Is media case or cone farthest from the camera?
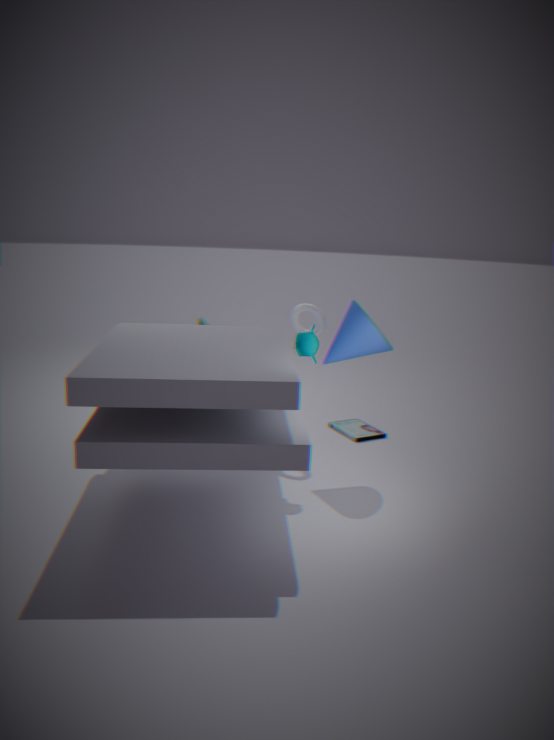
media case
